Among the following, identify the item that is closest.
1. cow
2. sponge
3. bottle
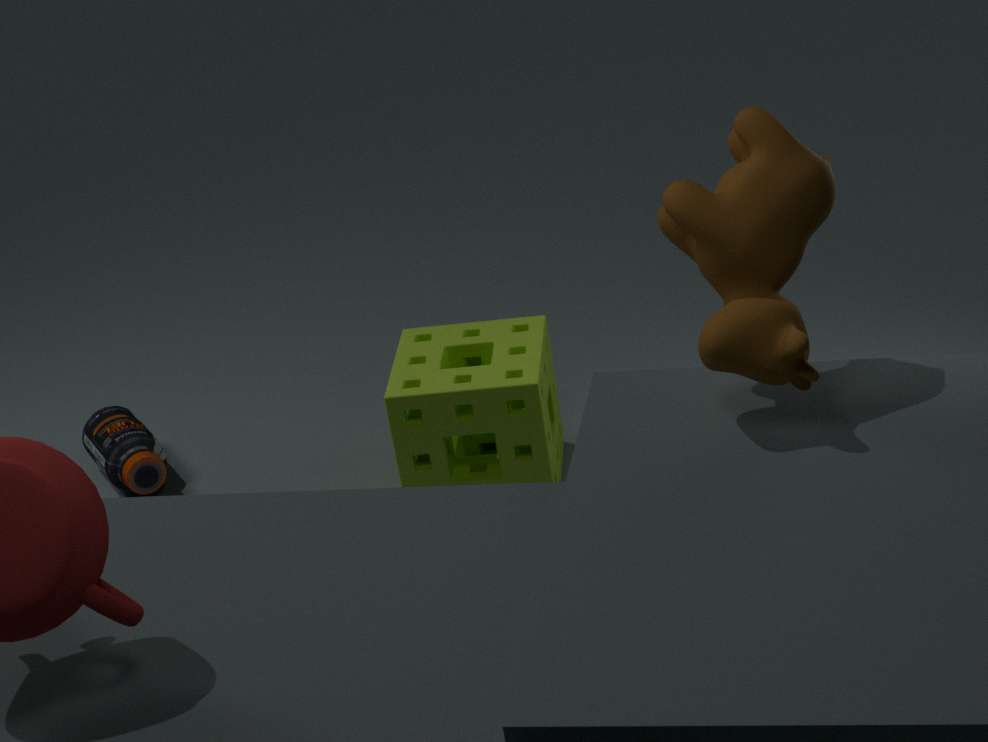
cow
